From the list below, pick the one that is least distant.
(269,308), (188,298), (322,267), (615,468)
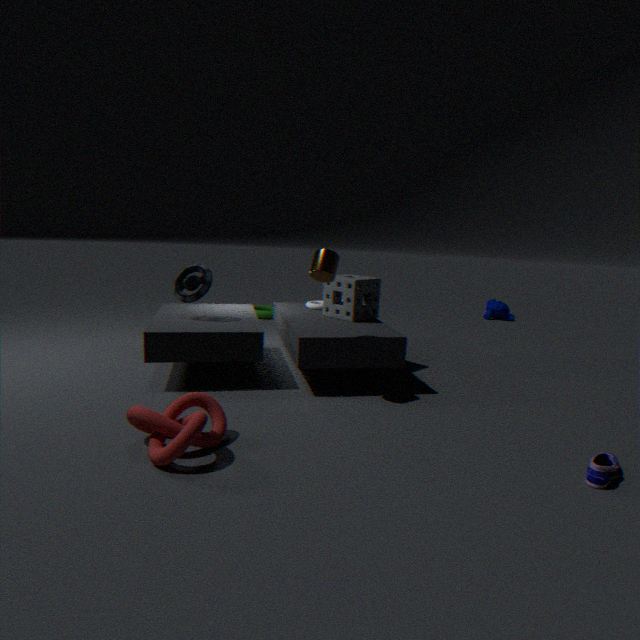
(615,468)
